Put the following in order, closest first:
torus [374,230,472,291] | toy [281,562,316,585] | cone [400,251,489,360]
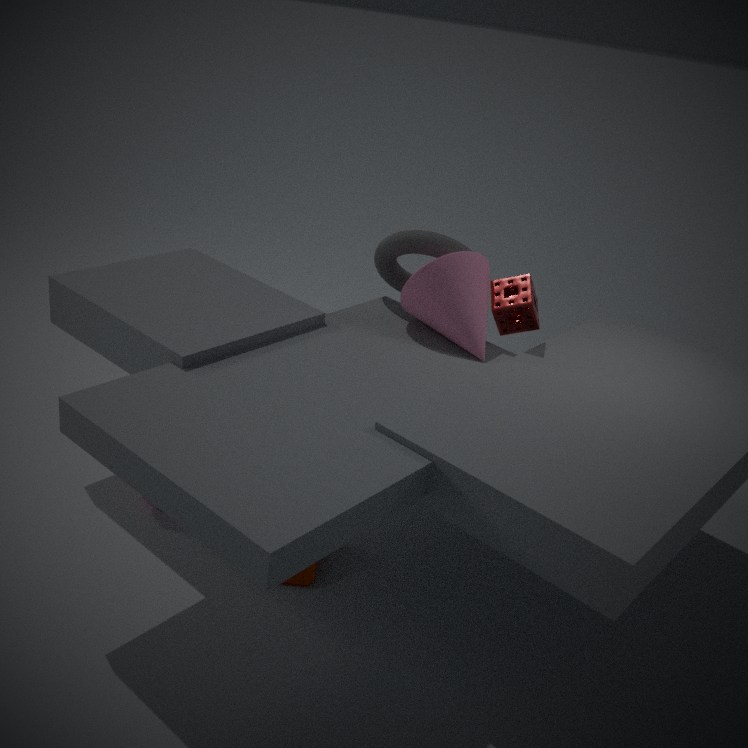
toy [281,562,316,585], cone [400,251,489,360], torus [374,230,472,291]
